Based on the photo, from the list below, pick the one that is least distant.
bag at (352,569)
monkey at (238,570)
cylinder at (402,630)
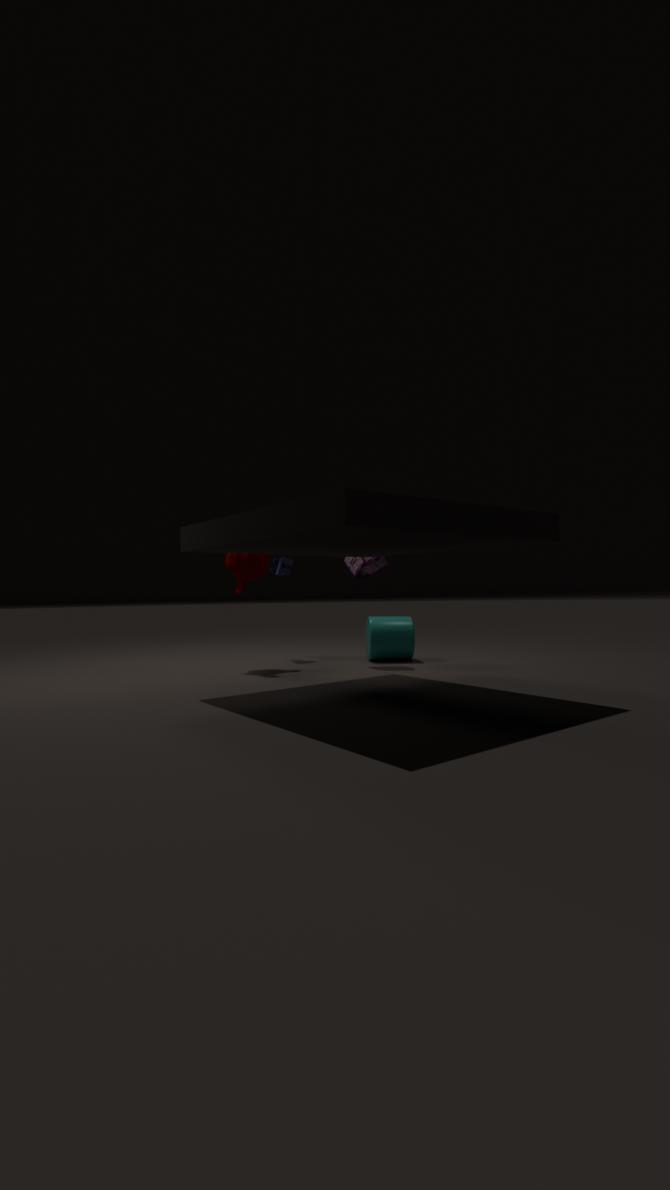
monkey at (238,570)
